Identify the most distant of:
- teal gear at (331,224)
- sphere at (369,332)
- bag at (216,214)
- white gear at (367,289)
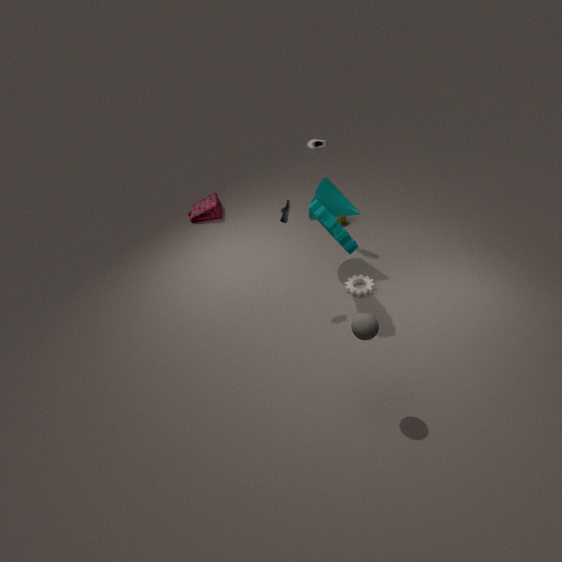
bag at (216,214)
